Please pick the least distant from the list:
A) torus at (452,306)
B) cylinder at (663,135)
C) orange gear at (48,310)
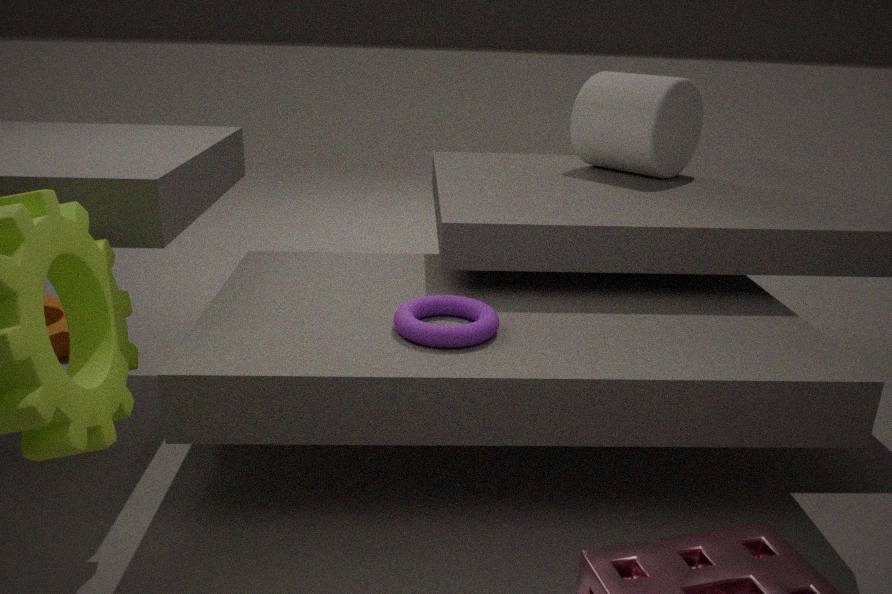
torus at (452,306)
